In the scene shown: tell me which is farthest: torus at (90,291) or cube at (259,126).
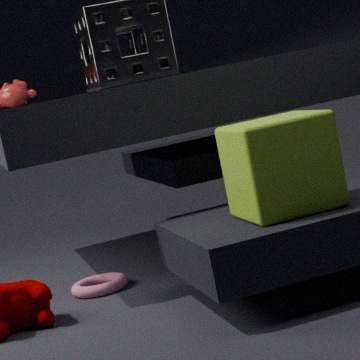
torus at (90,291)
